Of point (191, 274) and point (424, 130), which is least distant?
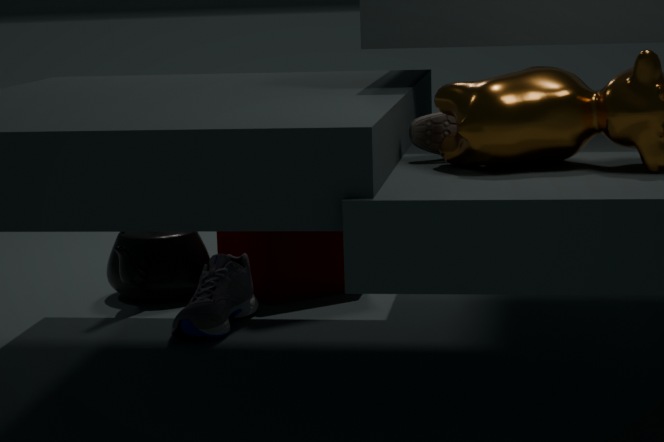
point (424, 130)
